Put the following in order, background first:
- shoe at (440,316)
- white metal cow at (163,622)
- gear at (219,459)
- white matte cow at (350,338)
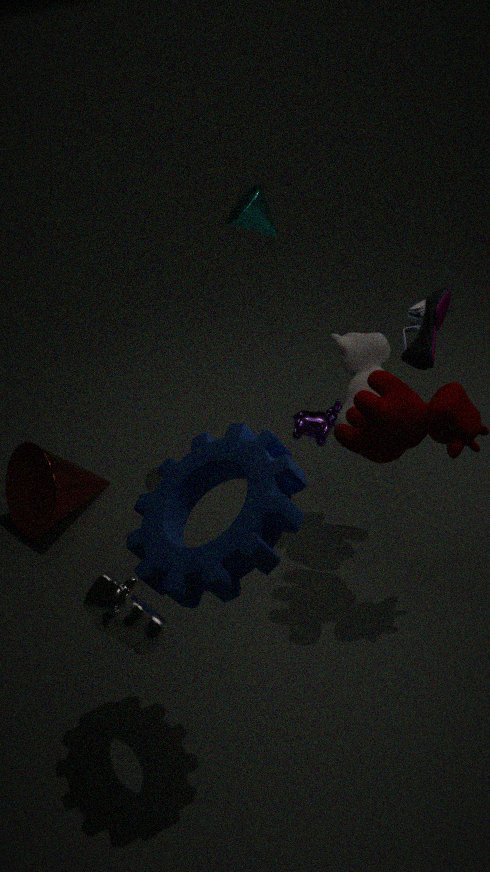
white matte cow at (350,338) → shoe at (440,316) → gear at (219,459) → white metal cow at (163,622)
